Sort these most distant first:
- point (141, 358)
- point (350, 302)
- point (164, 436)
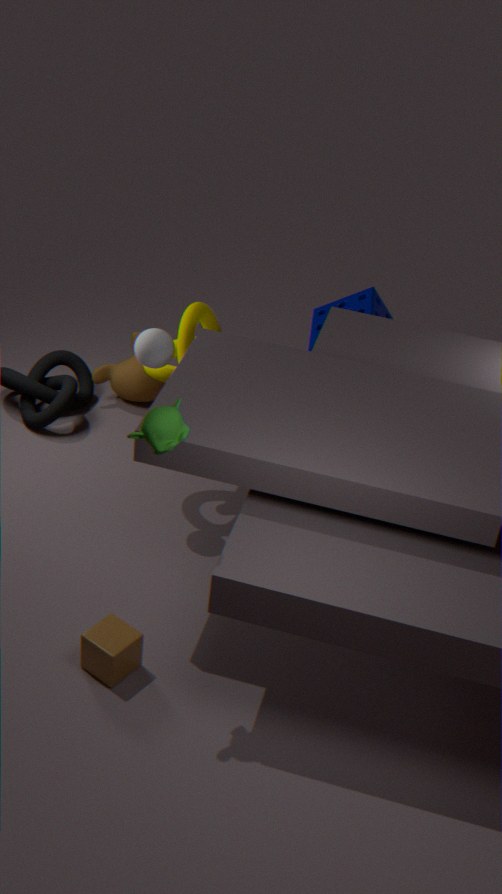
point (350, 302), point (141, 358), point (164, 436)
